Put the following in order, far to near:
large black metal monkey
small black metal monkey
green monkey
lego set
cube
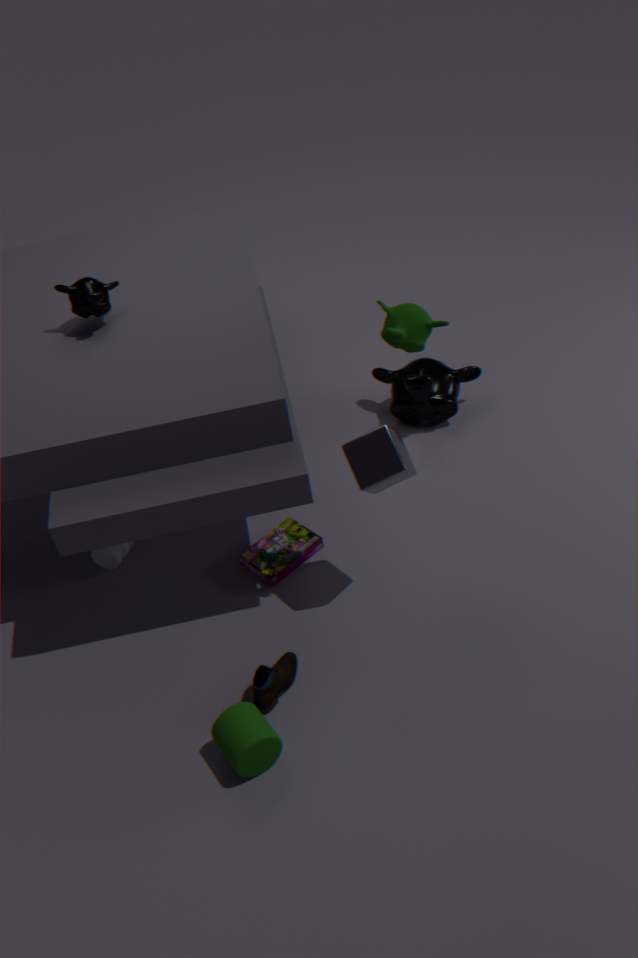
1. large black metal monkey
2. lego set
3. small black metal monkey
4. cube
5. green monkey
